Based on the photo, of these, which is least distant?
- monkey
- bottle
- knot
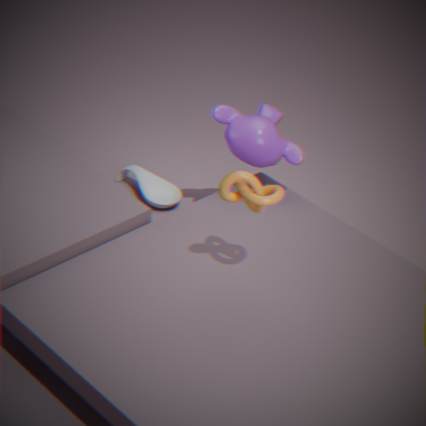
knot
